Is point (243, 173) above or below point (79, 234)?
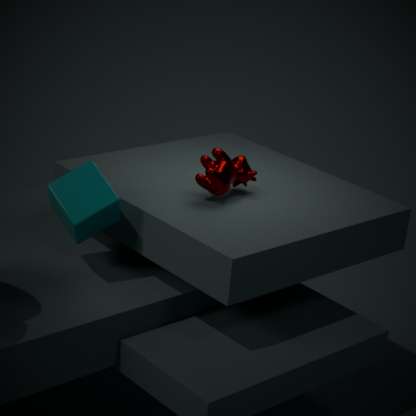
above
